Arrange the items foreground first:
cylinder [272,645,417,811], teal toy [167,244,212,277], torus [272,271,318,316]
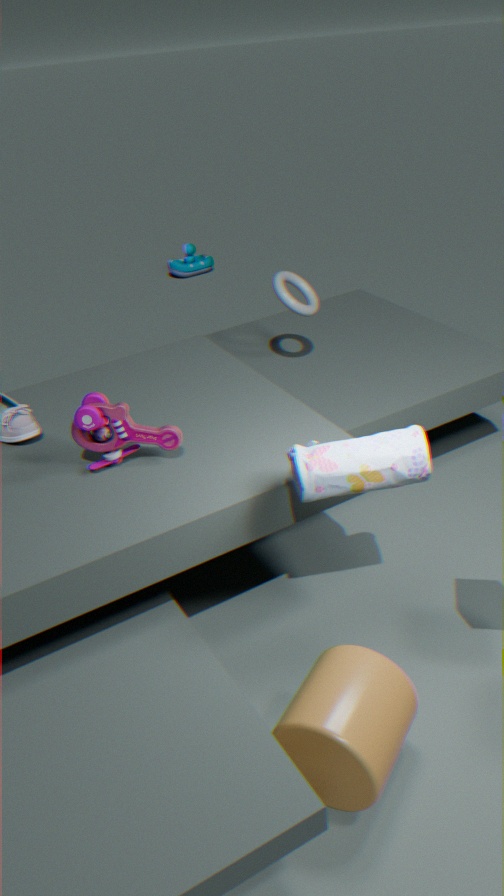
1. cylinder [272,645,417,811]
2. torus [272,271,318,316]
3. teal toy [167,244,212,277]
